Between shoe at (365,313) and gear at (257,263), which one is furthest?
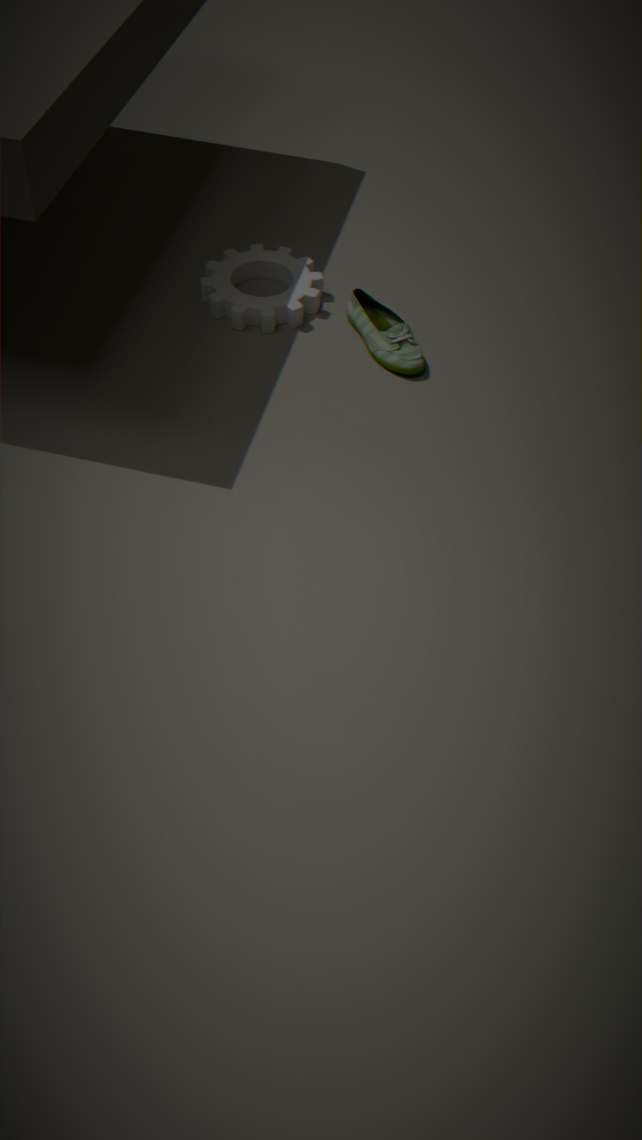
gear at (257,263)
